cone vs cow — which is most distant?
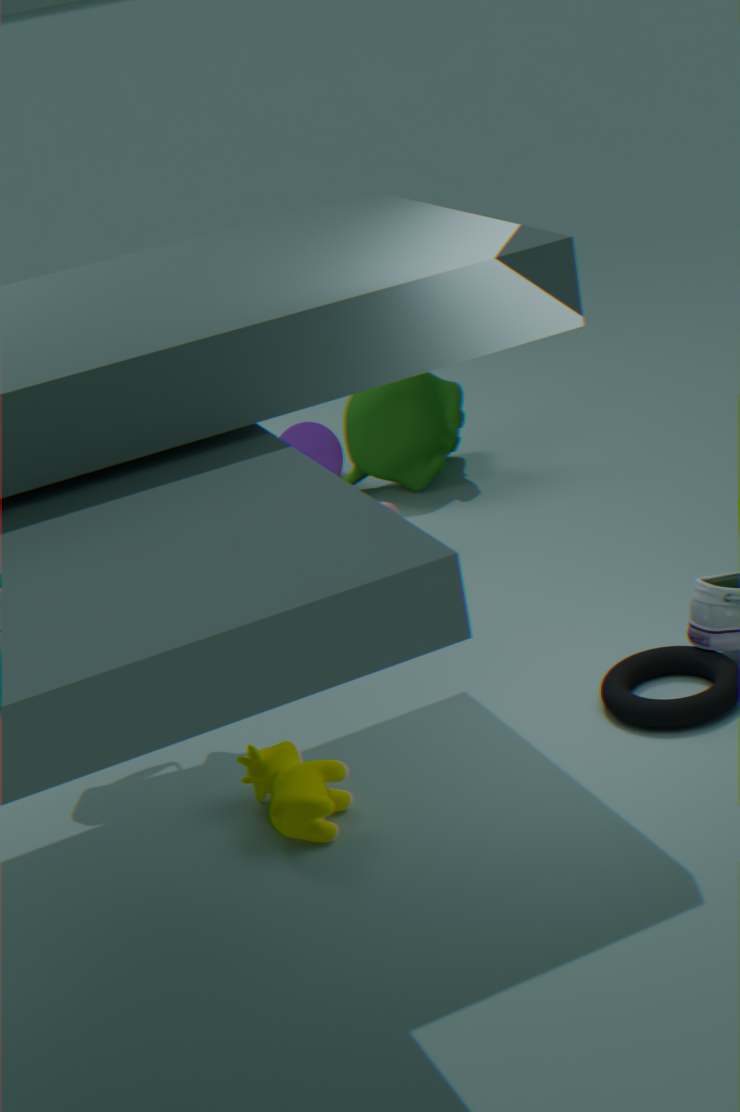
cone
